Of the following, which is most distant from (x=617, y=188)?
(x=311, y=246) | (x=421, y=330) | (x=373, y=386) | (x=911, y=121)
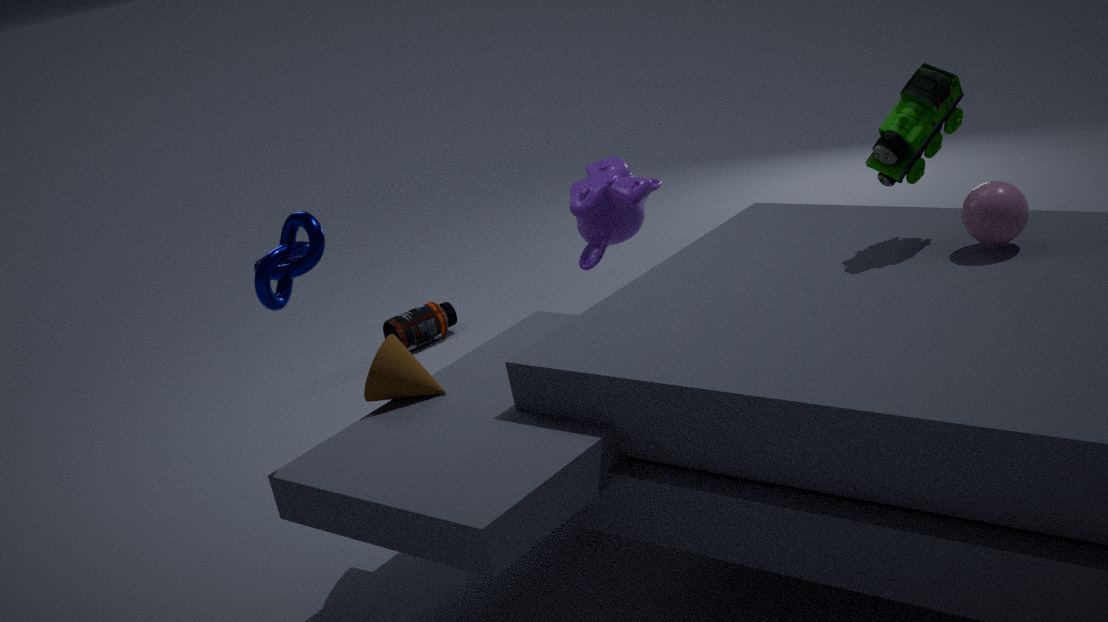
(x=311, y=246)
